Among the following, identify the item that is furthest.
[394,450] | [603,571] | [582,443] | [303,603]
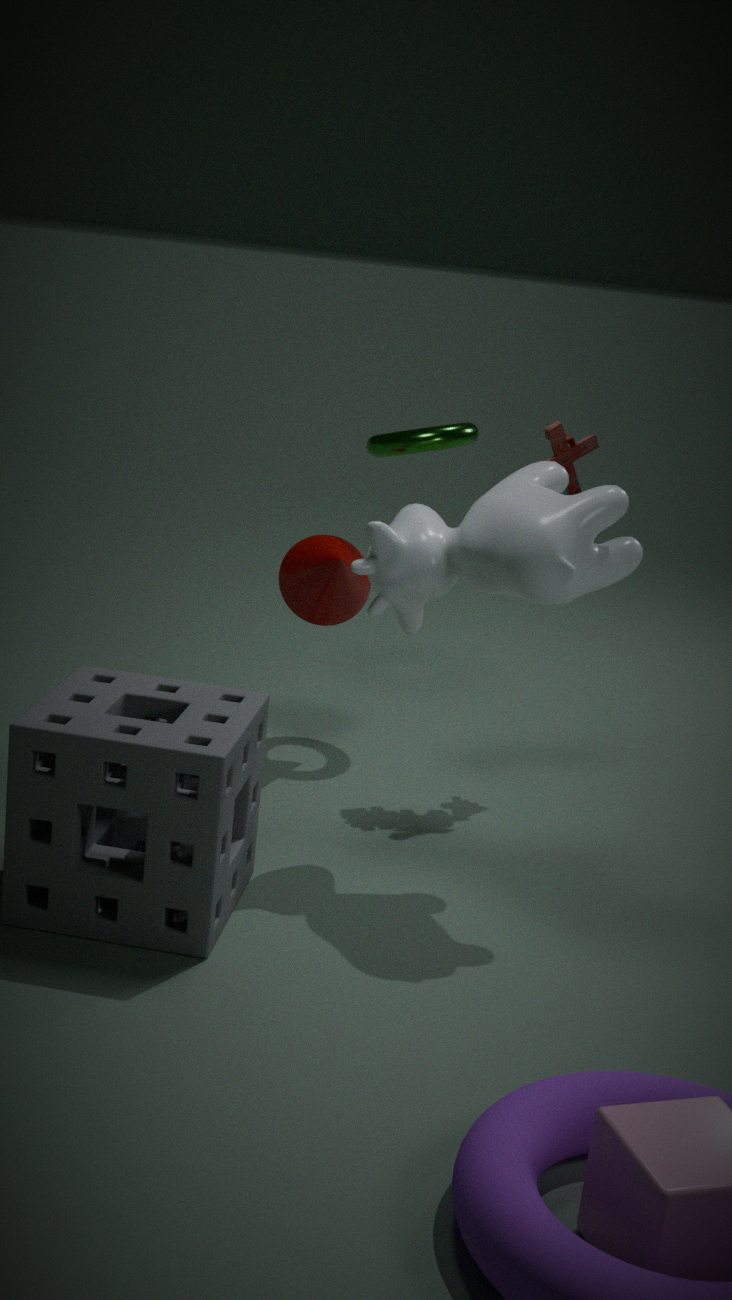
[394,450]
